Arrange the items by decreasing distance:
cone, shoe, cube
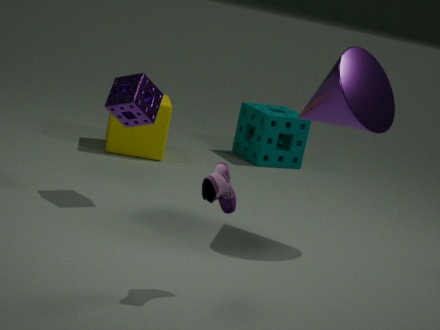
cube → cone → shoe
